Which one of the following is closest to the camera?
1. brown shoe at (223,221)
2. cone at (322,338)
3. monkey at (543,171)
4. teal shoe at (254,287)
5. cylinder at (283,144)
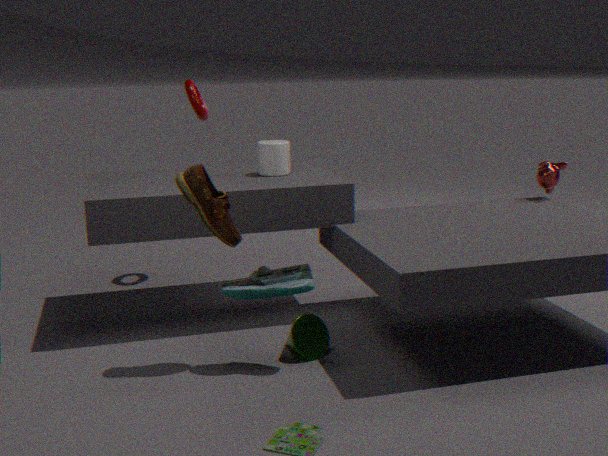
brown shoe at (223,221)
